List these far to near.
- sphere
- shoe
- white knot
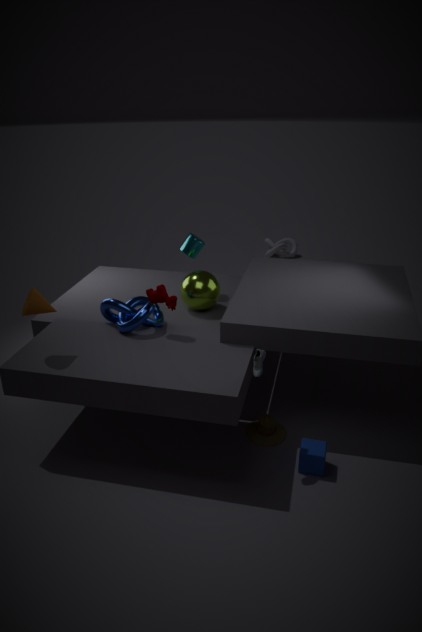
white knot < sphere < shoe
